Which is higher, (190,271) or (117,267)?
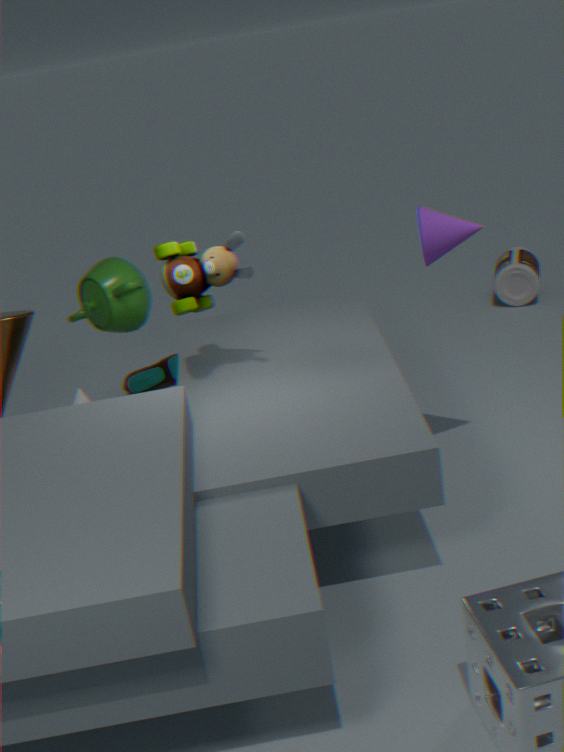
(190,271)
